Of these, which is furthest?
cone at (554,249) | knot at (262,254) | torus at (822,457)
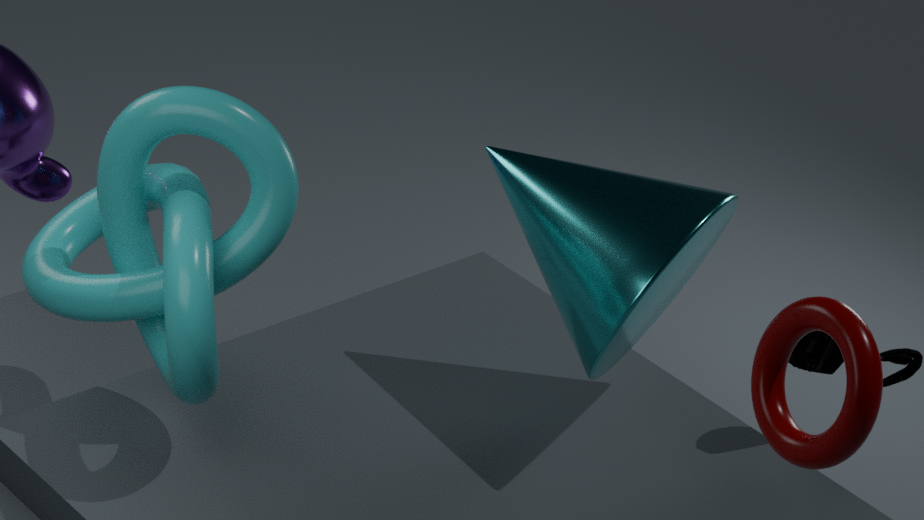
cone at (554,249)
